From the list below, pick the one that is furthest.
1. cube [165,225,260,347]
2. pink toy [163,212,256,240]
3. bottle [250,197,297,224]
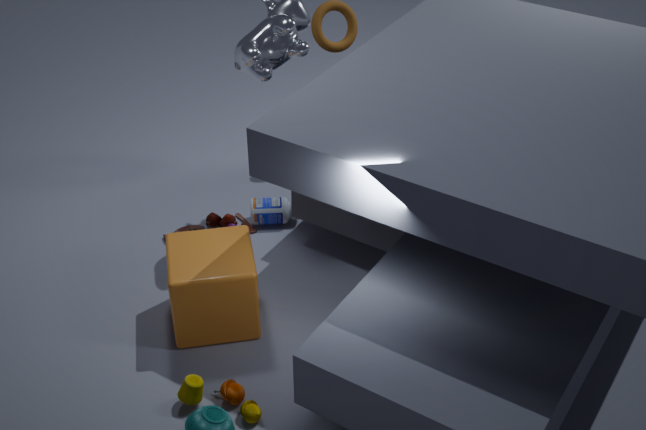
pink toy [163,212,256,240]
